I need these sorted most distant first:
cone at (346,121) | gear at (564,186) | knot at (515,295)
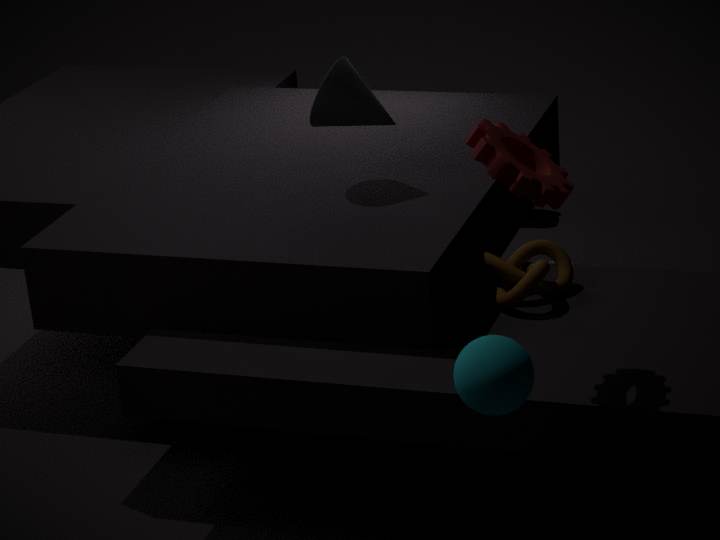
cone at (346,121) < knot at (515,295) < gear at (564,186)
